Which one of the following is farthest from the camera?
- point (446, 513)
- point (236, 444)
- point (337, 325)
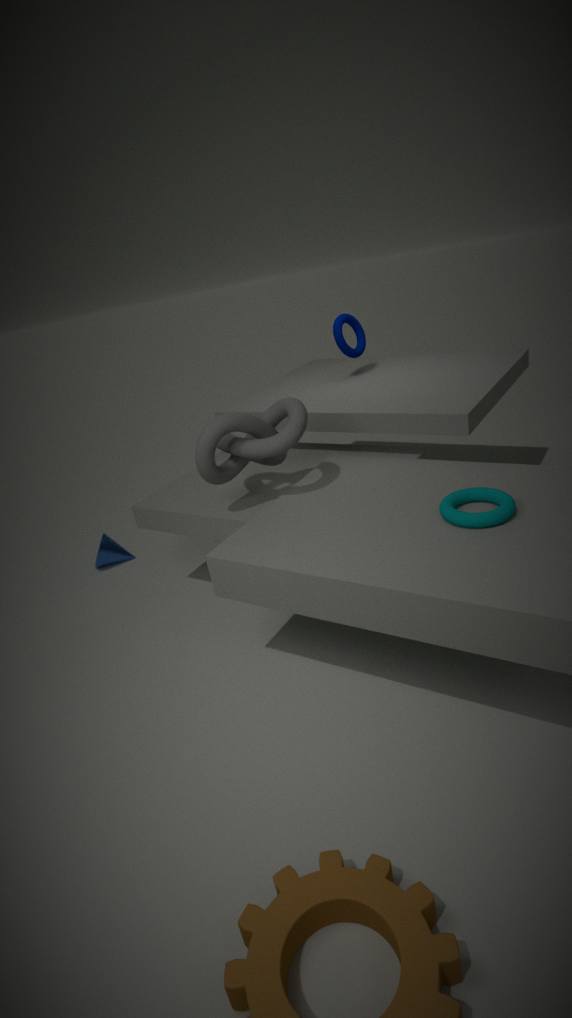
point (337, 325)
